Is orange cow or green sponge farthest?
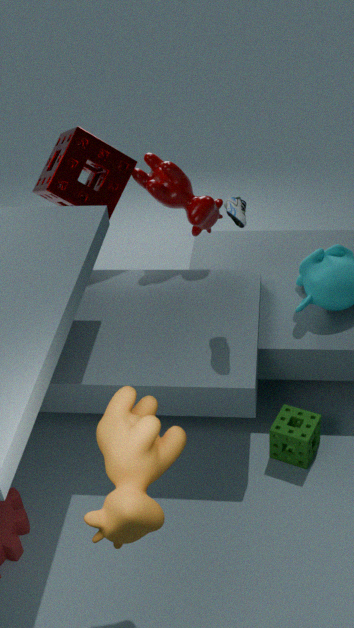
green sponge
